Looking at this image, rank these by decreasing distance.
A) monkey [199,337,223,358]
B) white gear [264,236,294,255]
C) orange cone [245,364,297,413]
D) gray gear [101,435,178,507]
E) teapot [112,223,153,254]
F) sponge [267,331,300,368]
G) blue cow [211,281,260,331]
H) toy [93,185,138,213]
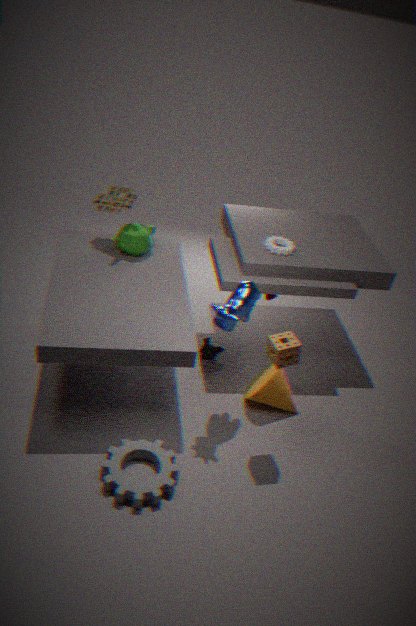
monkey [199,337,223,358] → toy [93,185,138,213] → white gear [264,236,294,255] → teapot [112,223,153,254] → orange cone [245,364,297,413] → blue cow [211,281,260,331] → sponge [267,331,300,368] → gray gear [101,435,178,507]
